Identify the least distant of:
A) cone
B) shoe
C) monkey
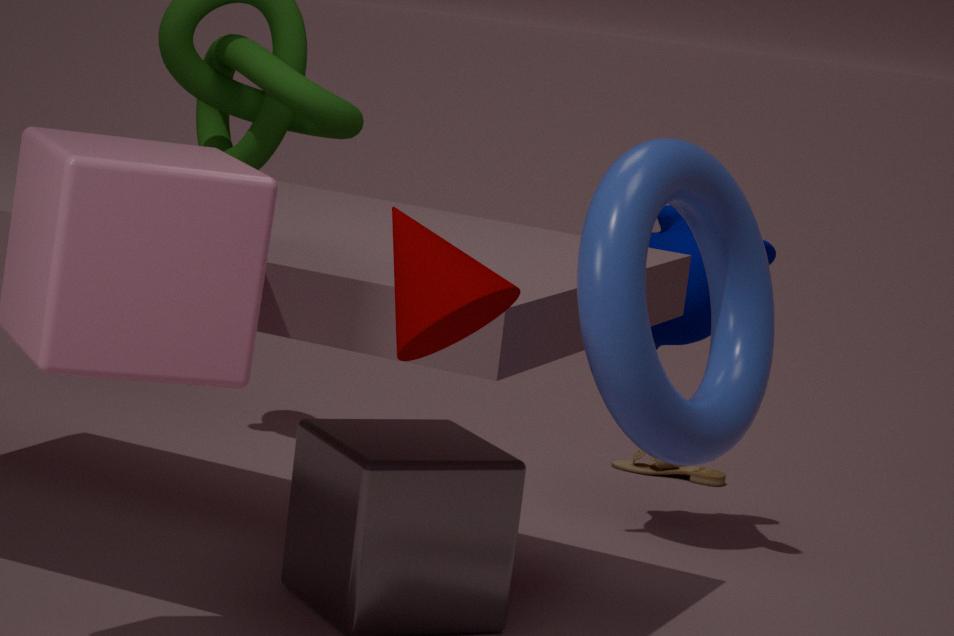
cone
